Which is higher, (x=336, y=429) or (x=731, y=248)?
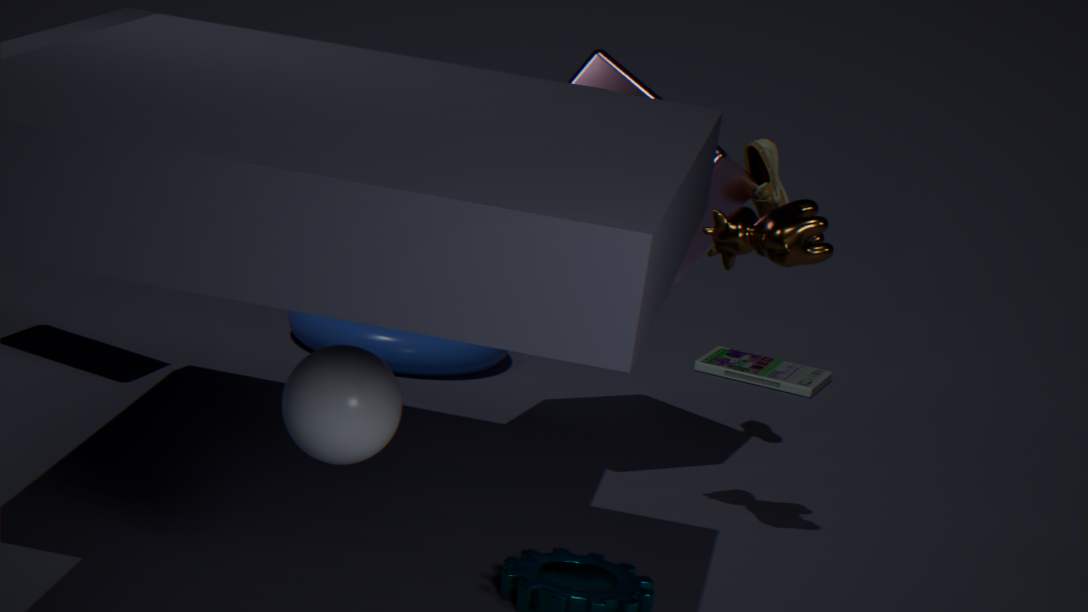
(x=731, y=248)
